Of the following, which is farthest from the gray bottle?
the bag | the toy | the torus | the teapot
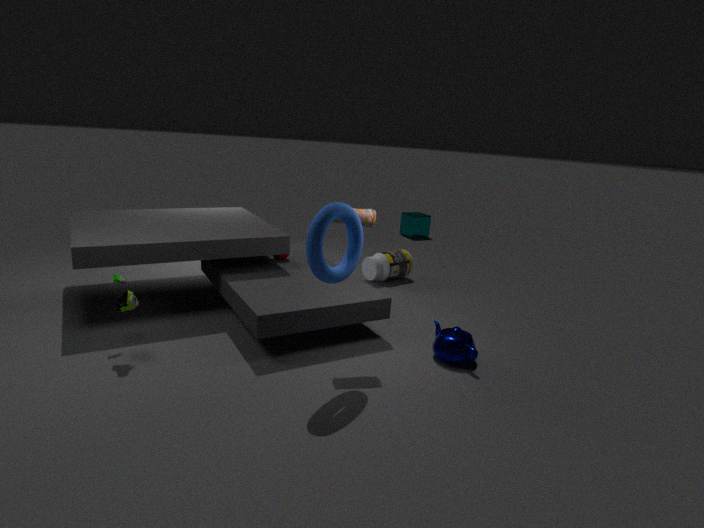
the toy
